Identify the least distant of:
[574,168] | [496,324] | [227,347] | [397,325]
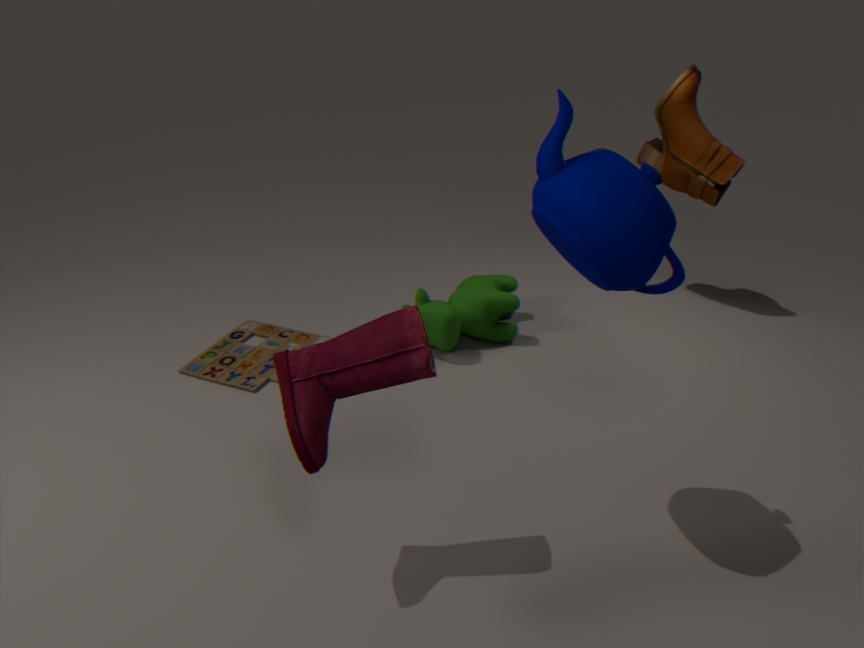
[574,168]
